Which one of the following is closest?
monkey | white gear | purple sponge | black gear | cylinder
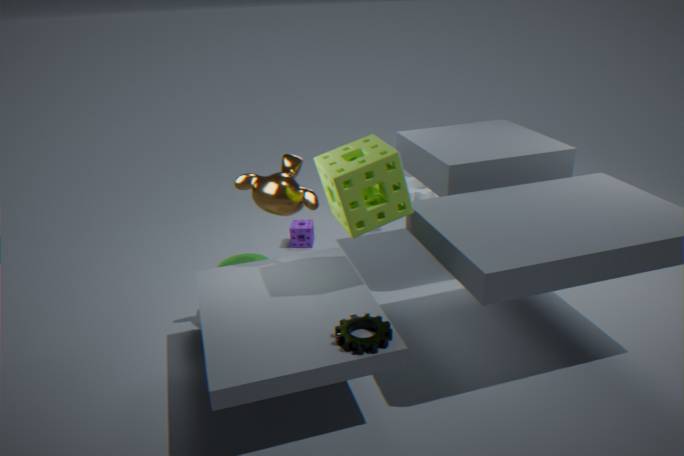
black gear
